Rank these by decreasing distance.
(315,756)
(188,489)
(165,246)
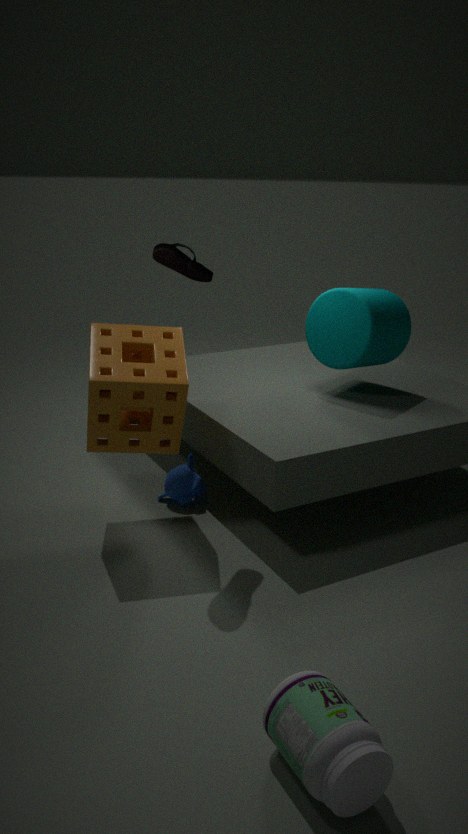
(188,489), (165,246), (315,756)
